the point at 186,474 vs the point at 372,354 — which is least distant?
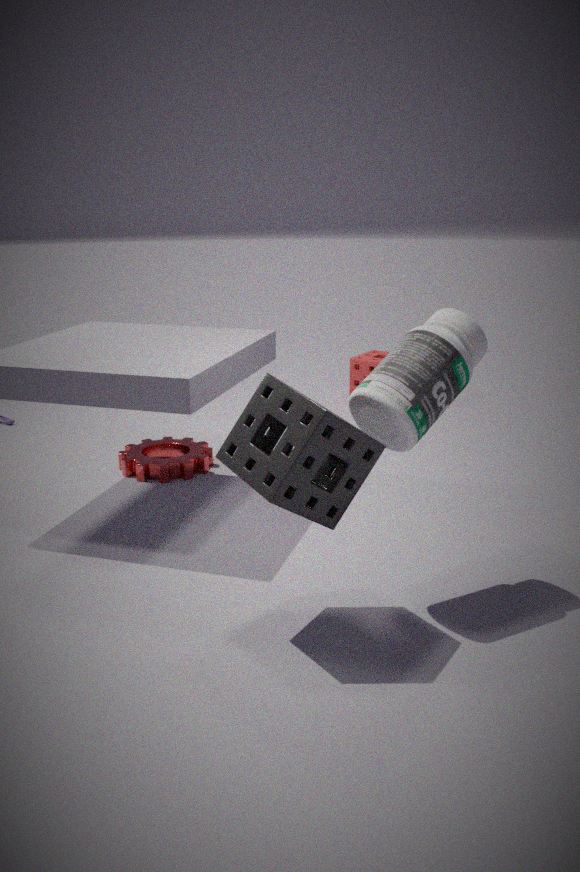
the point at 186,474
